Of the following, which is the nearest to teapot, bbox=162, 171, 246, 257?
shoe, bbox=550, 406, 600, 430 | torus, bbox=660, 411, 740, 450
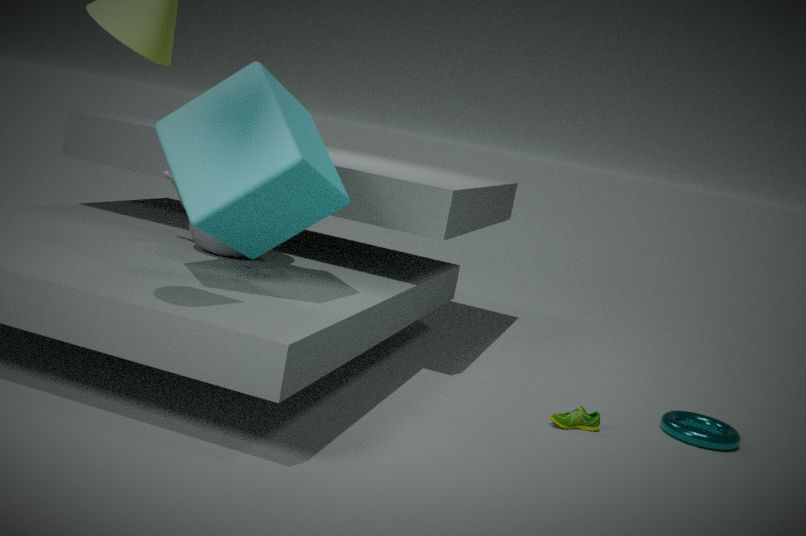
shoe, bbox=550, 406, 600, 430
